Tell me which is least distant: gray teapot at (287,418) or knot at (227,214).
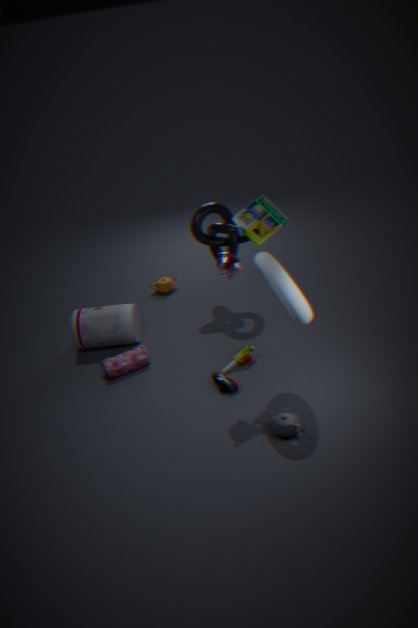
gray teapot at (287,418)
